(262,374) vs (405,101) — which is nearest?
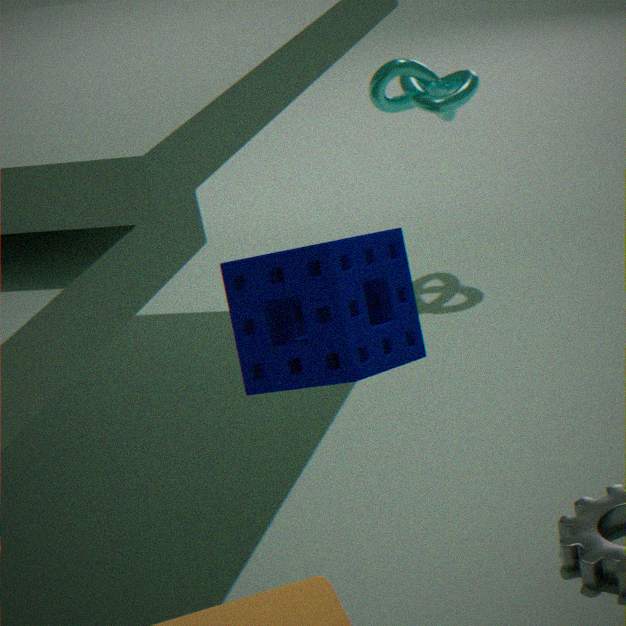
(262,374)
